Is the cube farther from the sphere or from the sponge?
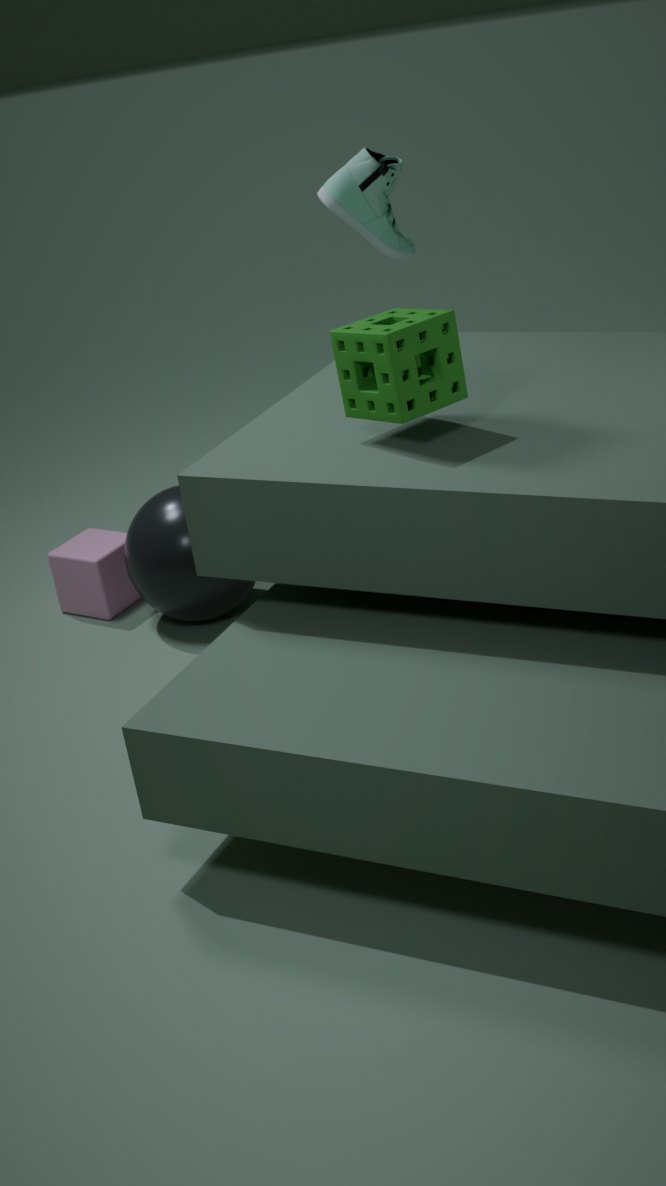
the sponge
